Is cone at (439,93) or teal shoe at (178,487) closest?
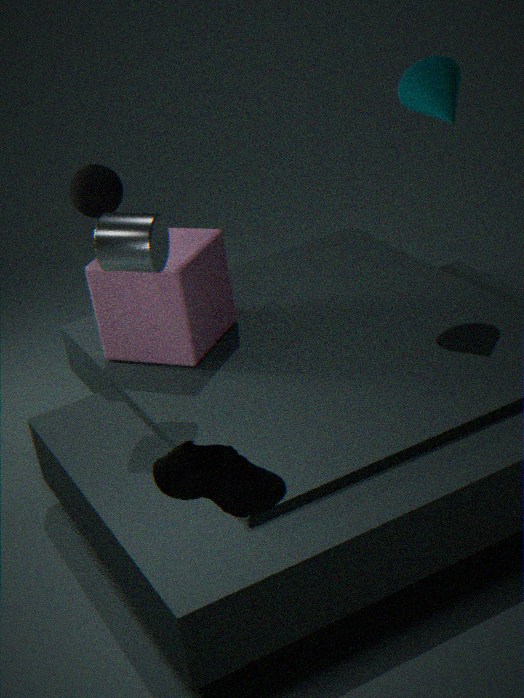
teal shoe at (178,487)
